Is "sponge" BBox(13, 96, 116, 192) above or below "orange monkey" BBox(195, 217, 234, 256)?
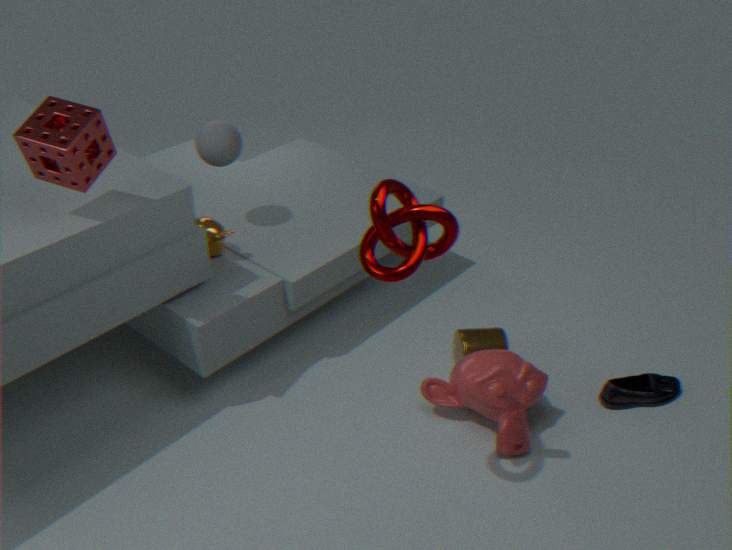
above
